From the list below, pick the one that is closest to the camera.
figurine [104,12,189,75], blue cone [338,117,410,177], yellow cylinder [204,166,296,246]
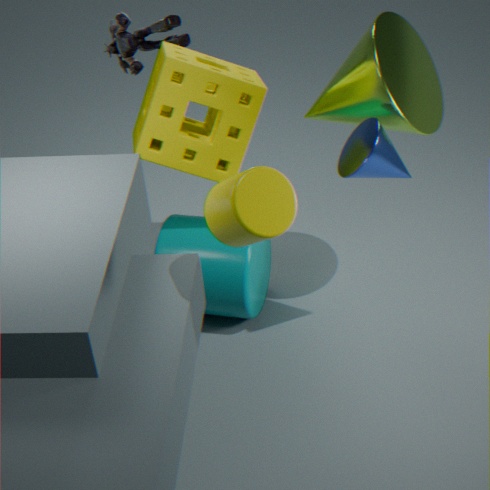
yellow cylinder [204,166,296,246]
